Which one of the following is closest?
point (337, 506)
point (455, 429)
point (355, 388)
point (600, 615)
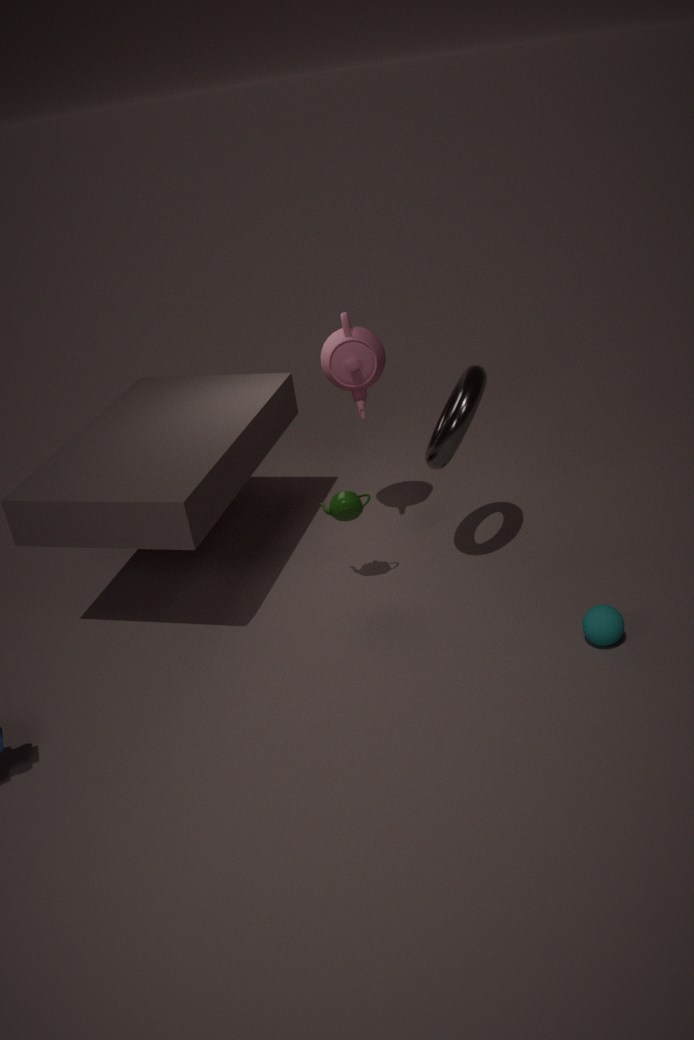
point (600, 615)
